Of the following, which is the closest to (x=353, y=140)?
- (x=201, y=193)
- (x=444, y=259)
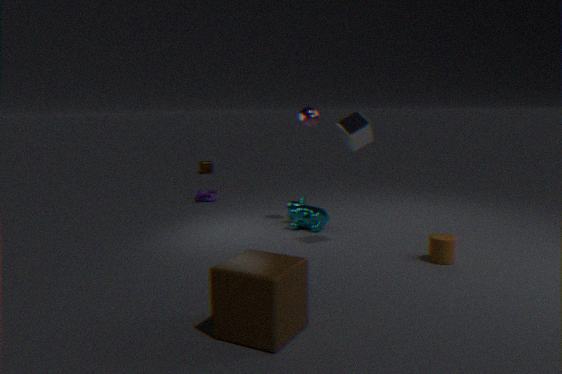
(x=444, y=259)
